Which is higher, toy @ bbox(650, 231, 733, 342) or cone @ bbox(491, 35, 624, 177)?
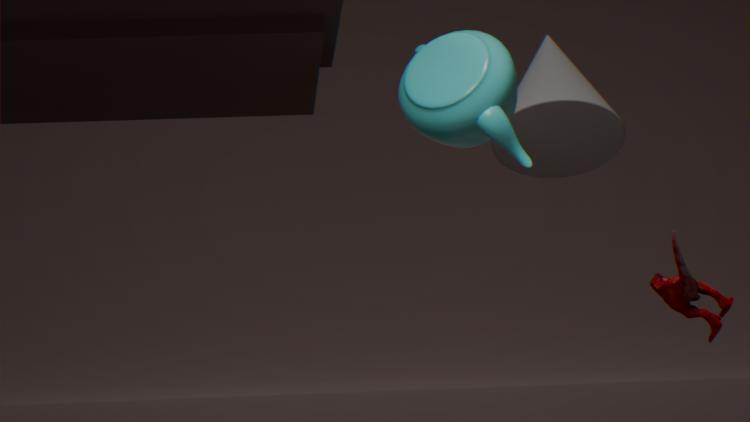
cone @ bbox(491, 35, 624, 177)
